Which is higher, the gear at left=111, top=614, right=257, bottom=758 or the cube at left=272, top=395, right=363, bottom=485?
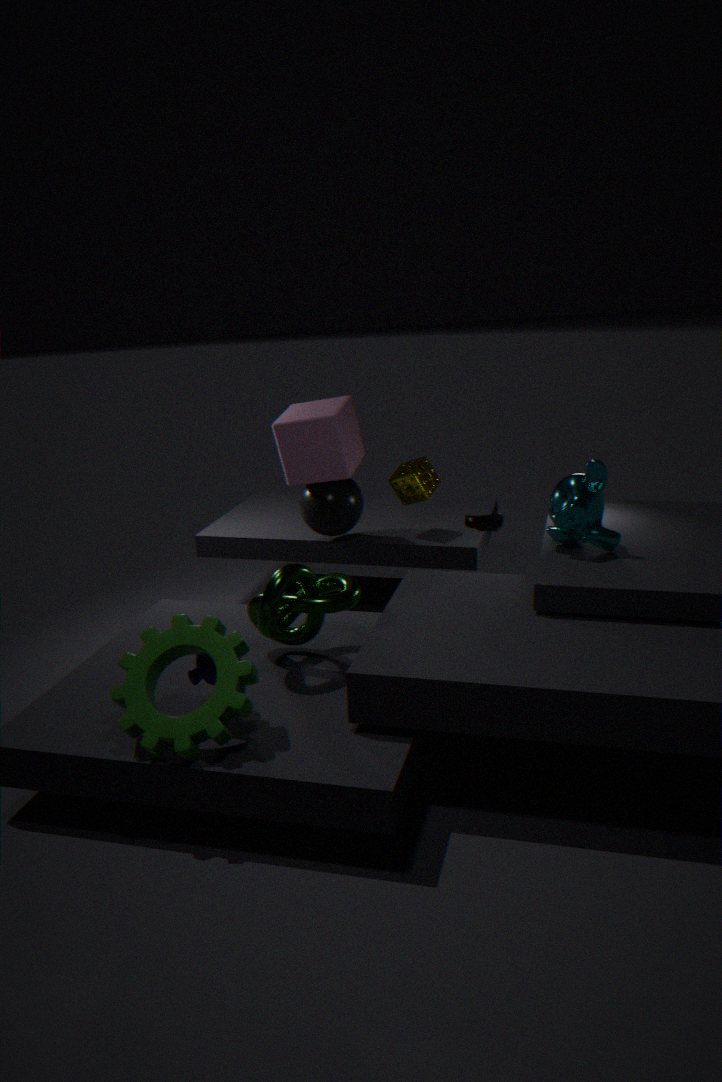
the cube at left=272, top=395, right=363, bottom=485
